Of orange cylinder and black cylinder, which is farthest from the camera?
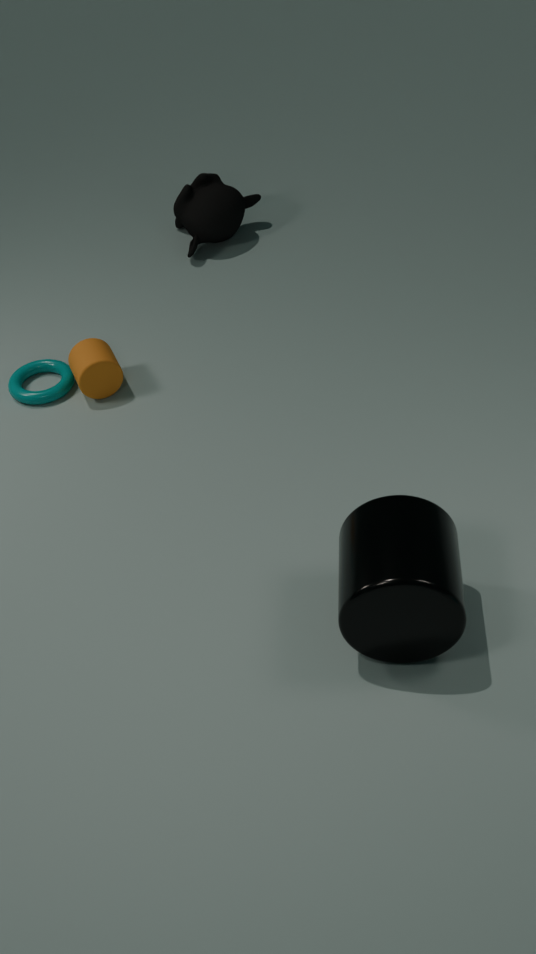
orange cylinder
